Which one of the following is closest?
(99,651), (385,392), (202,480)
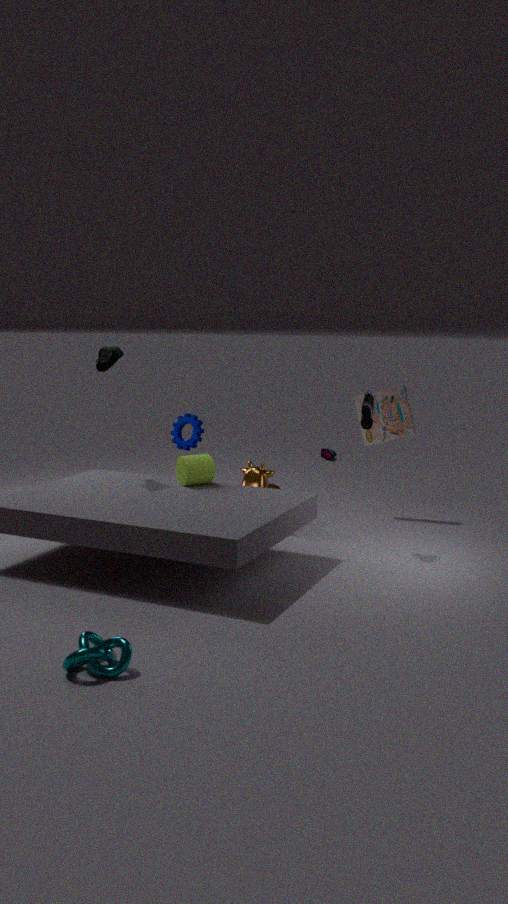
(99,651)
